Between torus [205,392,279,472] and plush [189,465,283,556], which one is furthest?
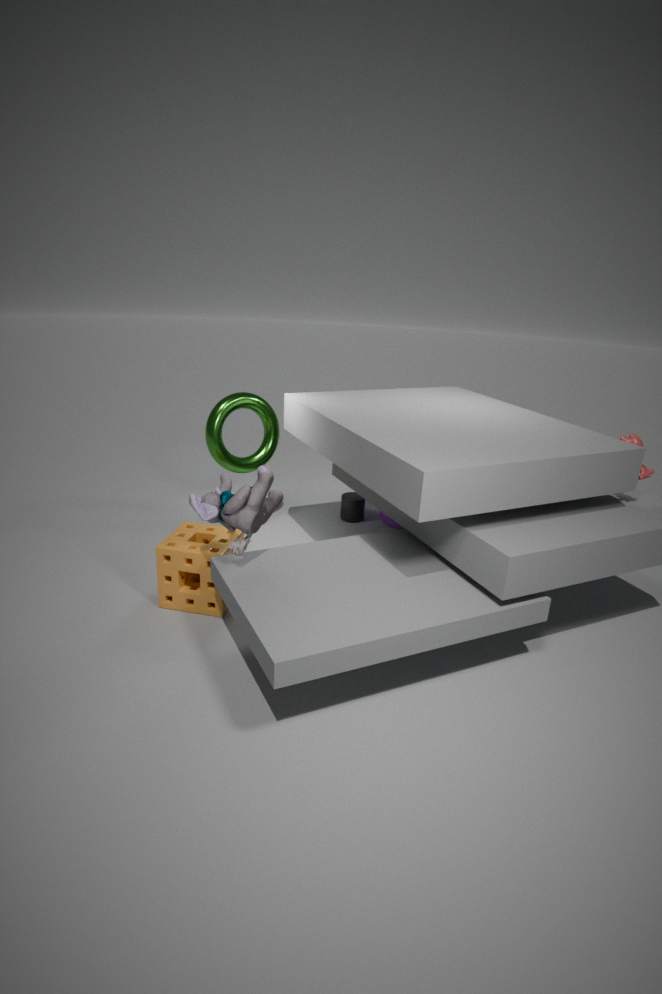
torus [205,392,279,472]
